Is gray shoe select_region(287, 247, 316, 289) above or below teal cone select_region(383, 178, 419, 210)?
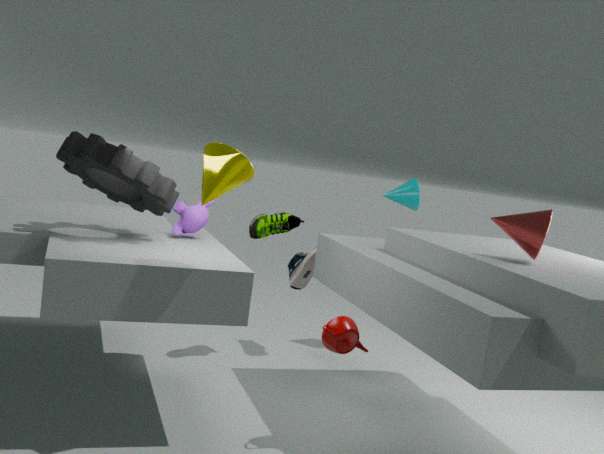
below
